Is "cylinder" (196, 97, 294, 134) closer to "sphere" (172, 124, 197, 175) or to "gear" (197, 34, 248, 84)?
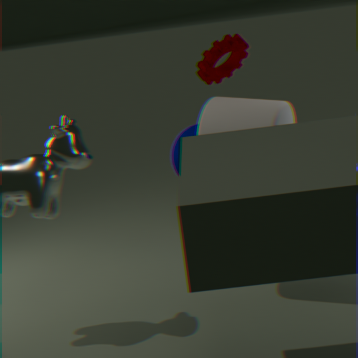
"gear" (197, 34, 248, 84)
